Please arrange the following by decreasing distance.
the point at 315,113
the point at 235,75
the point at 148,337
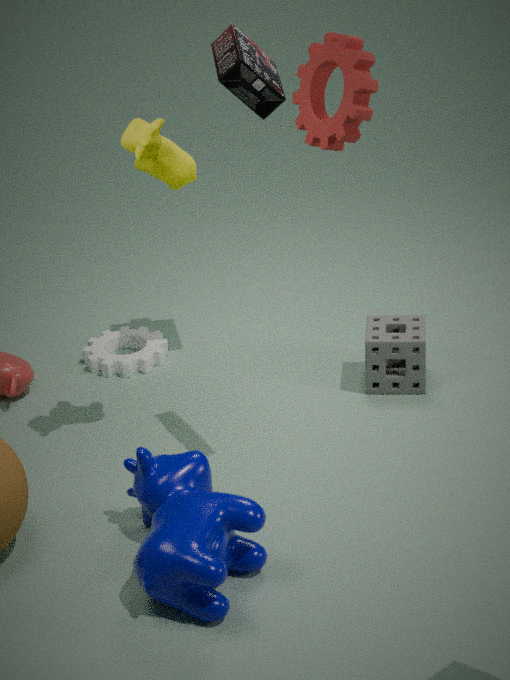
the point at 148,337
the point at 235,75
the point at 315,113
